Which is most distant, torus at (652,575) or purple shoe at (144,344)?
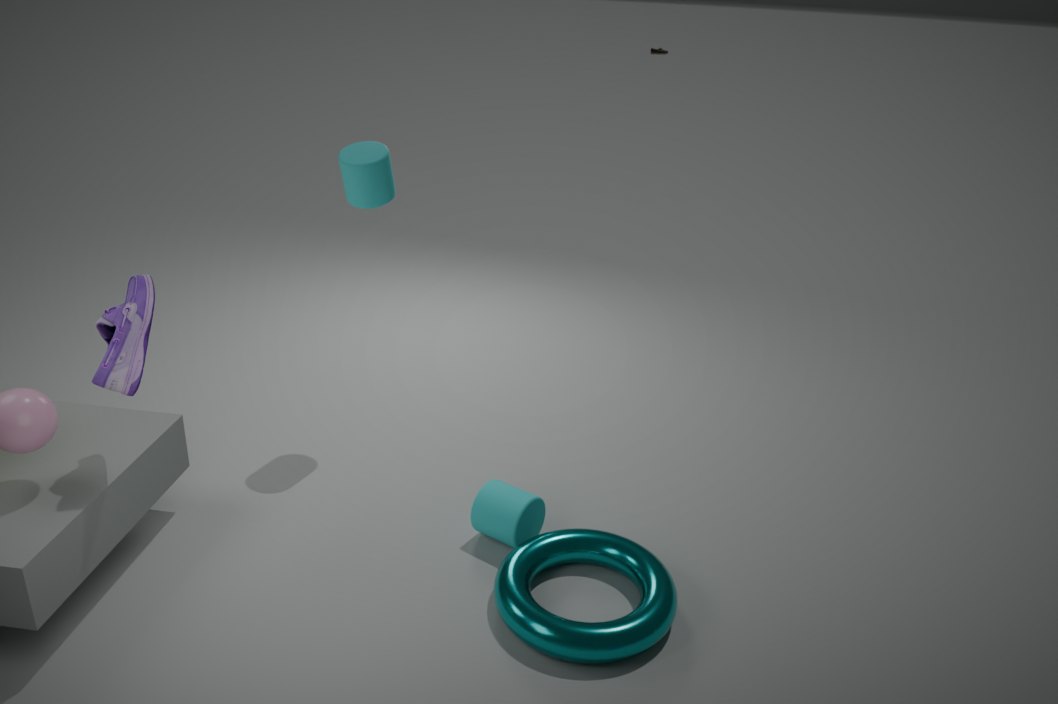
purple shoe at (144,344)
